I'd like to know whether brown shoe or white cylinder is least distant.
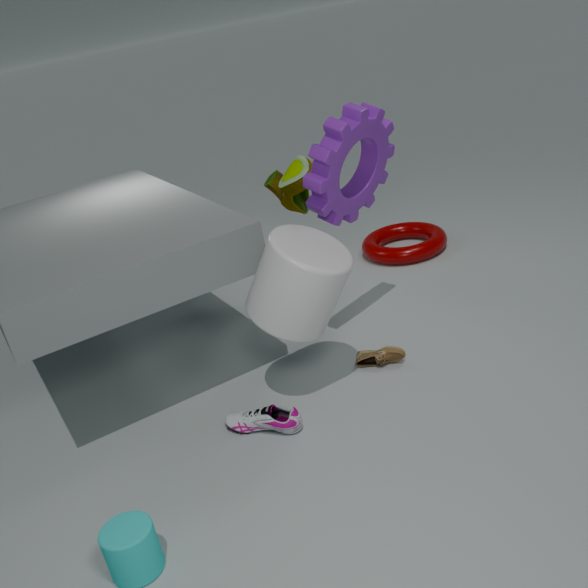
white cylinder
